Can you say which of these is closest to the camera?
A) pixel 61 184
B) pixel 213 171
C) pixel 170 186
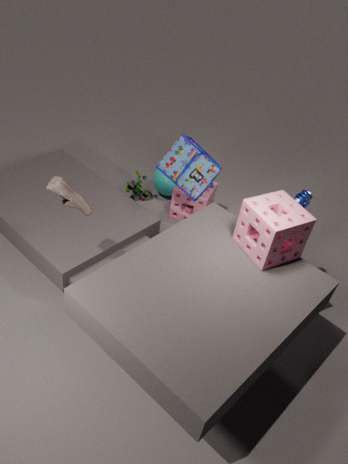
pixel 61 184
